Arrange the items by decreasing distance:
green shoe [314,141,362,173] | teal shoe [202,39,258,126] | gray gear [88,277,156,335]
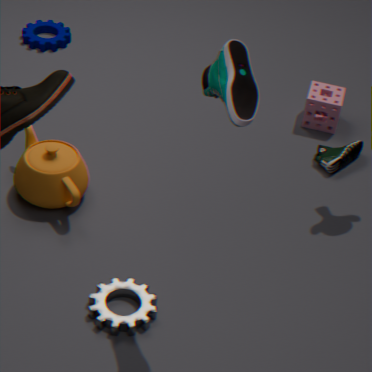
1. green shoe [314,141,362,173]
2. gray gear [88,277,156,335]
3. teal shoe [202,39,258,126]
